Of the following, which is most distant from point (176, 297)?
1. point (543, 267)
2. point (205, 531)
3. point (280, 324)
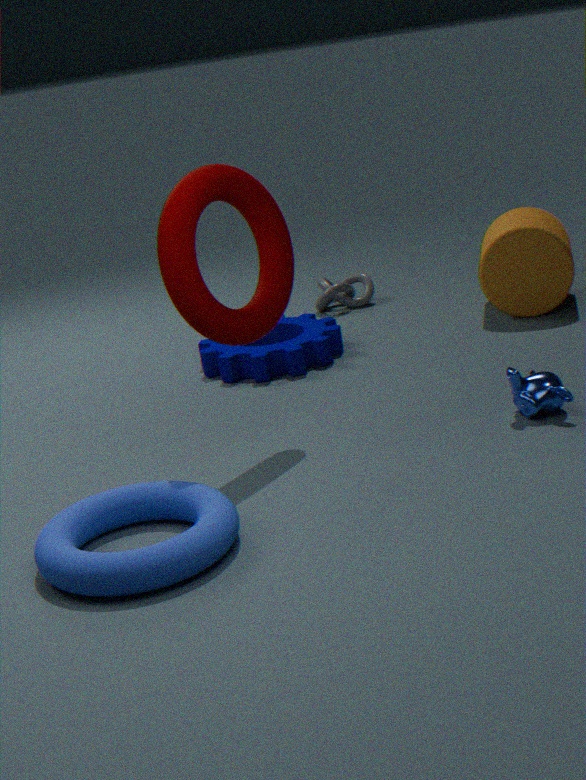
point (543, 267)
